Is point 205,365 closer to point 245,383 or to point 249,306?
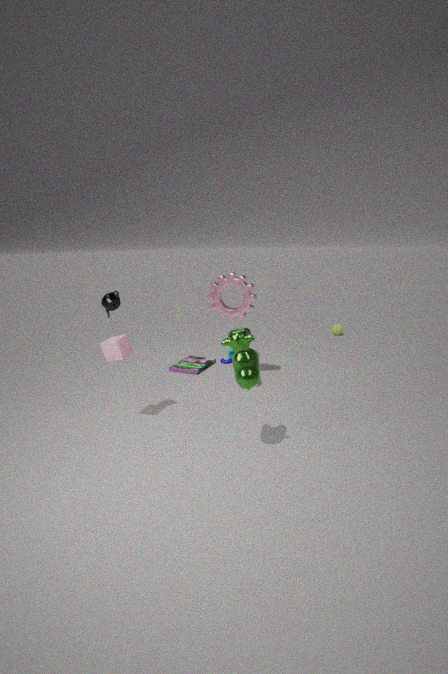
point 249,306
